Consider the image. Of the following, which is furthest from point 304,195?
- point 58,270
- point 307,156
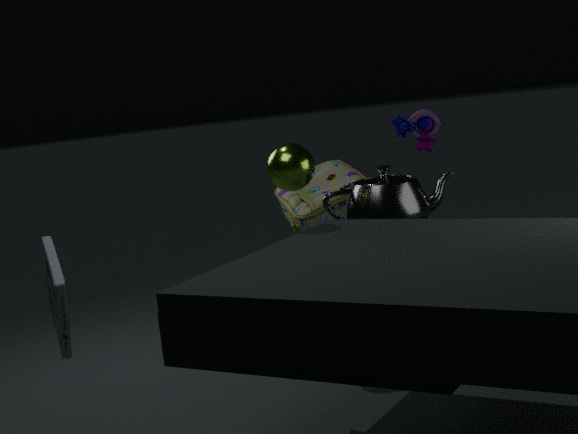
point 58,270
